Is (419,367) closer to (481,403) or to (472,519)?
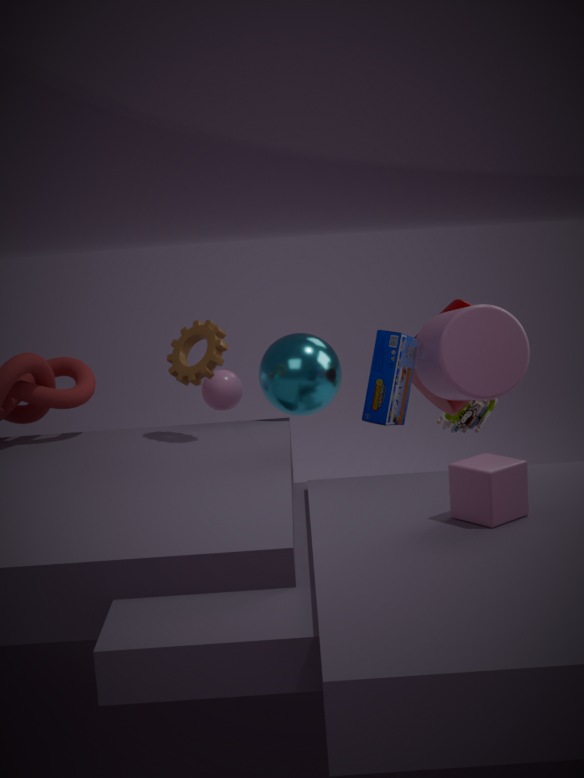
(481,403)
